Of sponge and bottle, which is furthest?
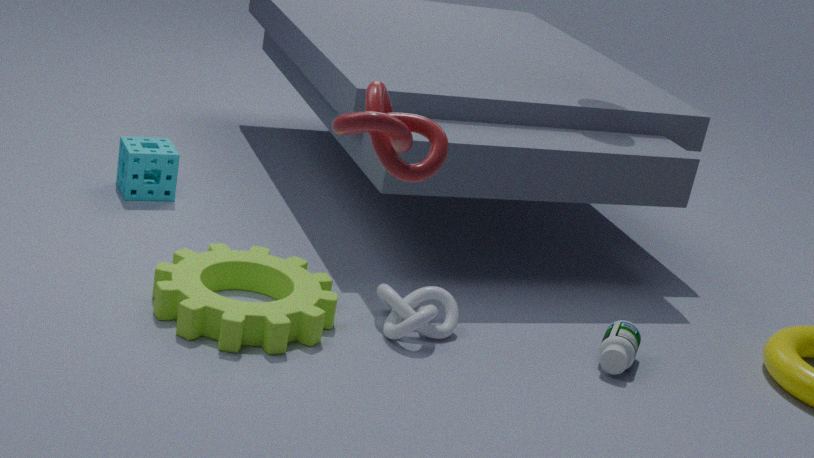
sponge
